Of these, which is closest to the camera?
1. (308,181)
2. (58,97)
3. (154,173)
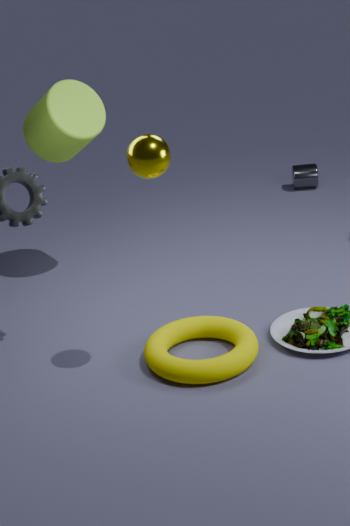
(154,173)
